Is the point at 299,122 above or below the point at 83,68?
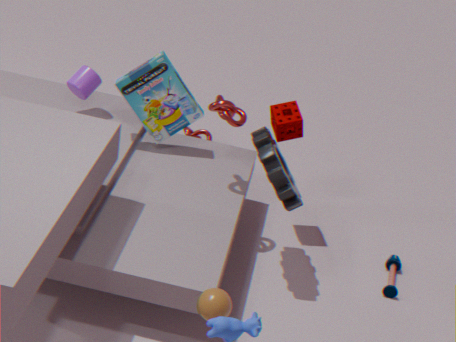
above
